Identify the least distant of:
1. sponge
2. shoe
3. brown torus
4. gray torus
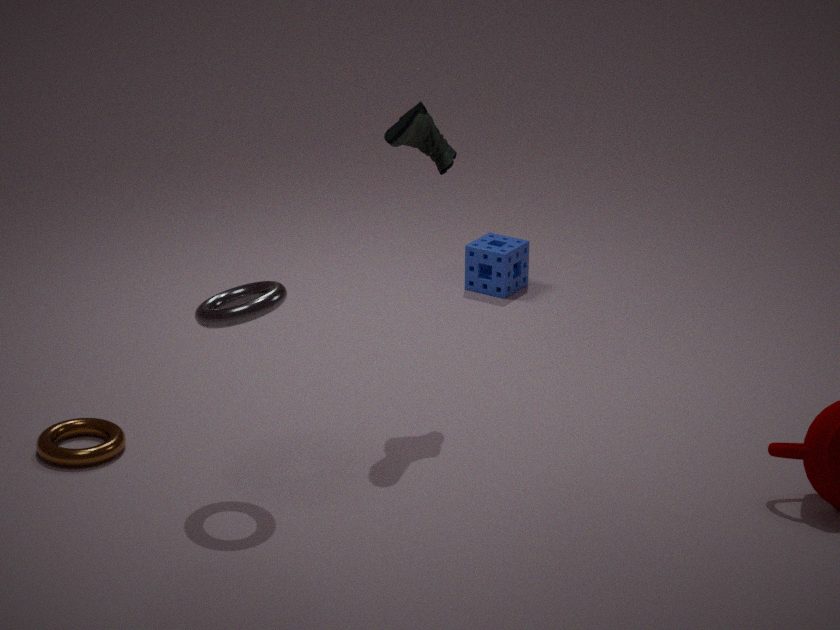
gray torus
